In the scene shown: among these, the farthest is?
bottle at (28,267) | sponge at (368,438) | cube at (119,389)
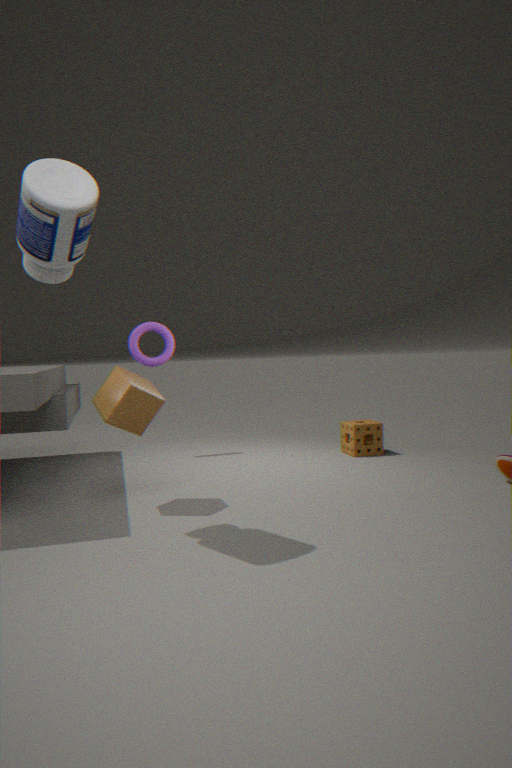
sponge at (368,438)
